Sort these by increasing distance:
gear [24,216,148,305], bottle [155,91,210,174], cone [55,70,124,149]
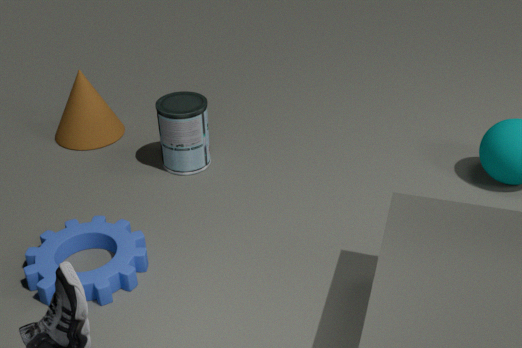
1. gear [24,216,148,305]
2. bottle [155,91,210,174]
3. cone [55,70,124,149]
